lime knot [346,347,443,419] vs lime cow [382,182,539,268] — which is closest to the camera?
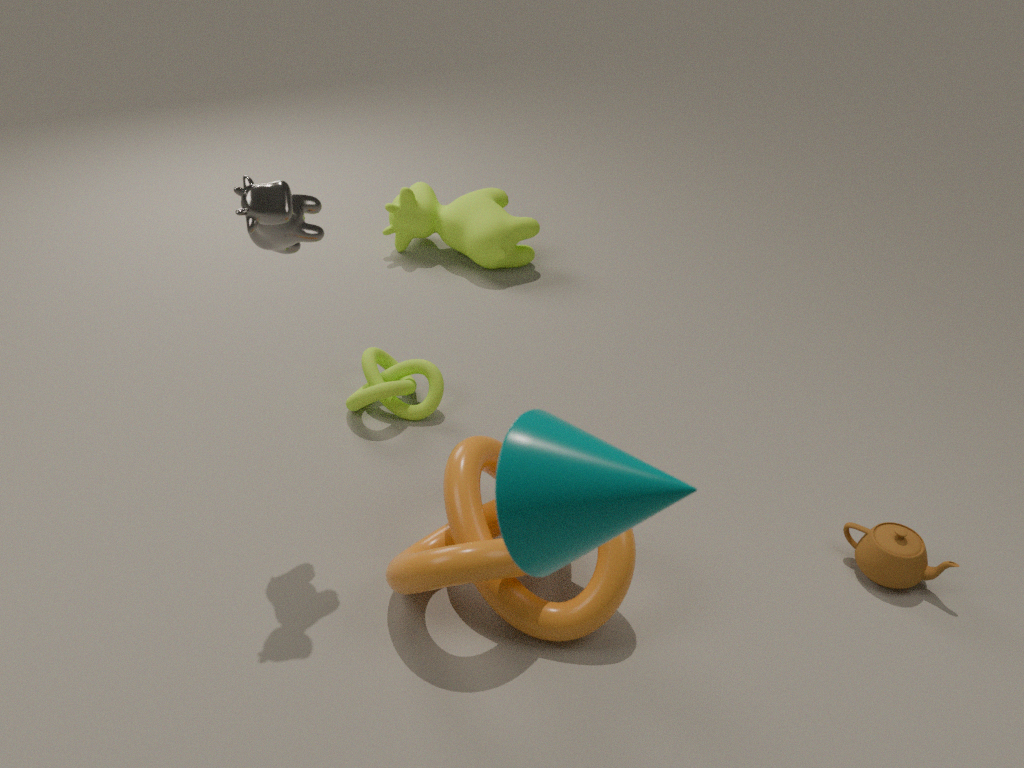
lime knot [346,347,443,419]
